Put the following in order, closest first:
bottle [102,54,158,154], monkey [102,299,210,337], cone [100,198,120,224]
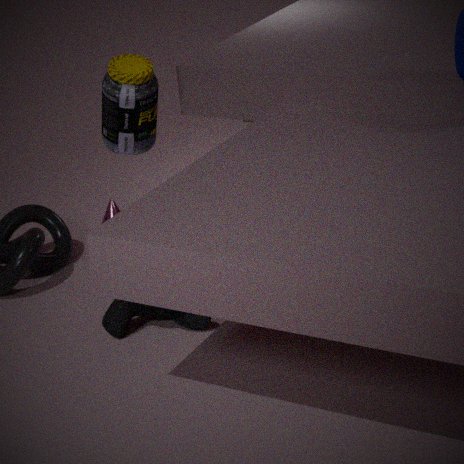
monkey [102,299,210,337] < bottle [102,54,158,154] < cone [100,198,120,224]
